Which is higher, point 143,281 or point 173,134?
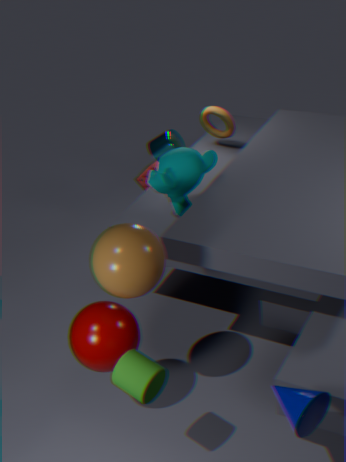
point 143,281
